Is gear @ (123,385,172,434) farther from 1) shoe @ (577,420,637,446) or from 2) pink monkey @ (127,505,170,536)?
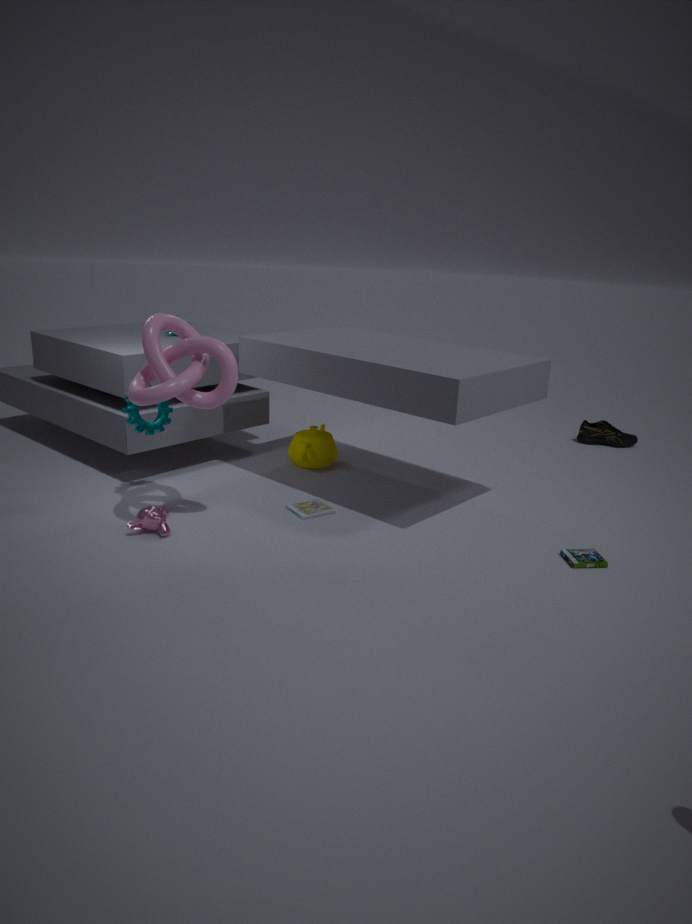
1) shoe @ (577,420,637,446)
